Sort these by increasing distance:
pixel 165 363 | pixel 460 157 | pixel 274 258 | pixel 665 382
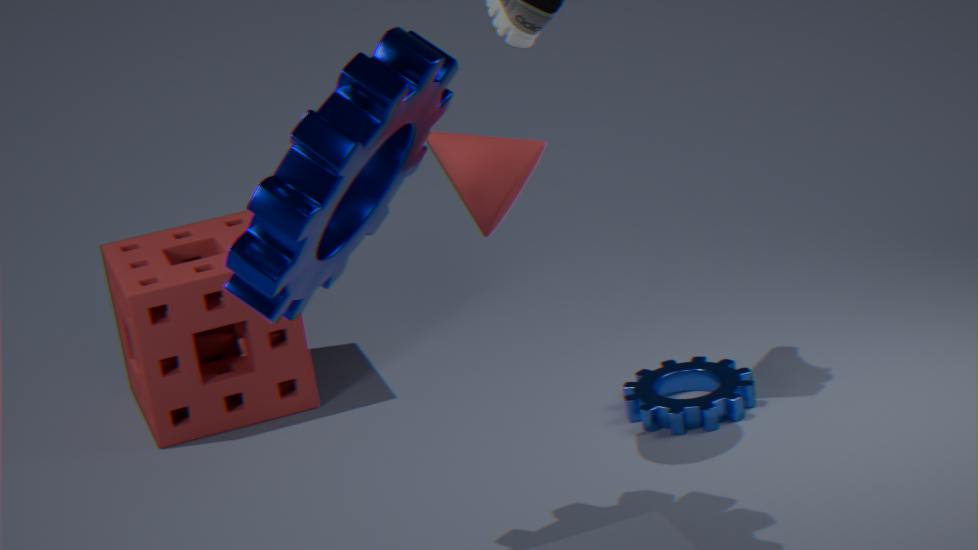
pixel 274 258 → pixel 460 157 → pixel 665 382 → pixel 165 363
